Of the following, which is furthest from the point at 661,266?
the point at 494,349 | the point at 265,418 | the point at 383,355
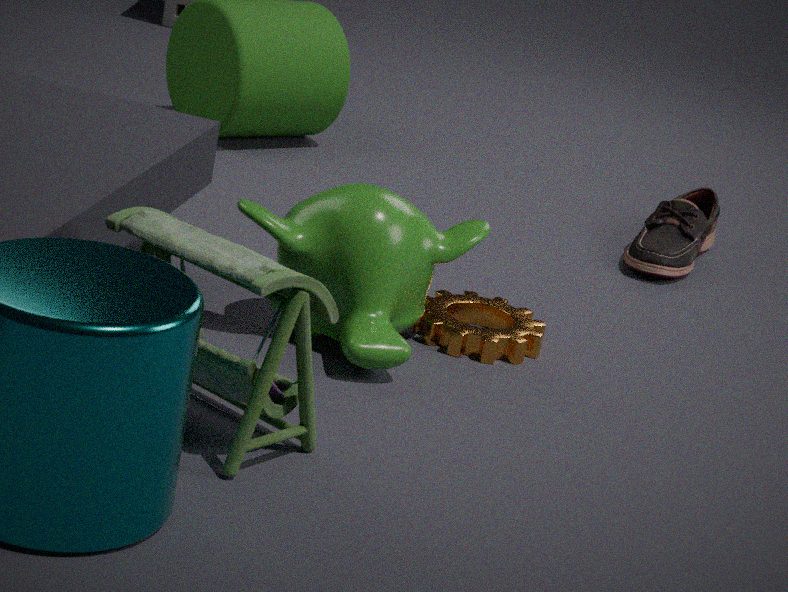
the point at 265,418
